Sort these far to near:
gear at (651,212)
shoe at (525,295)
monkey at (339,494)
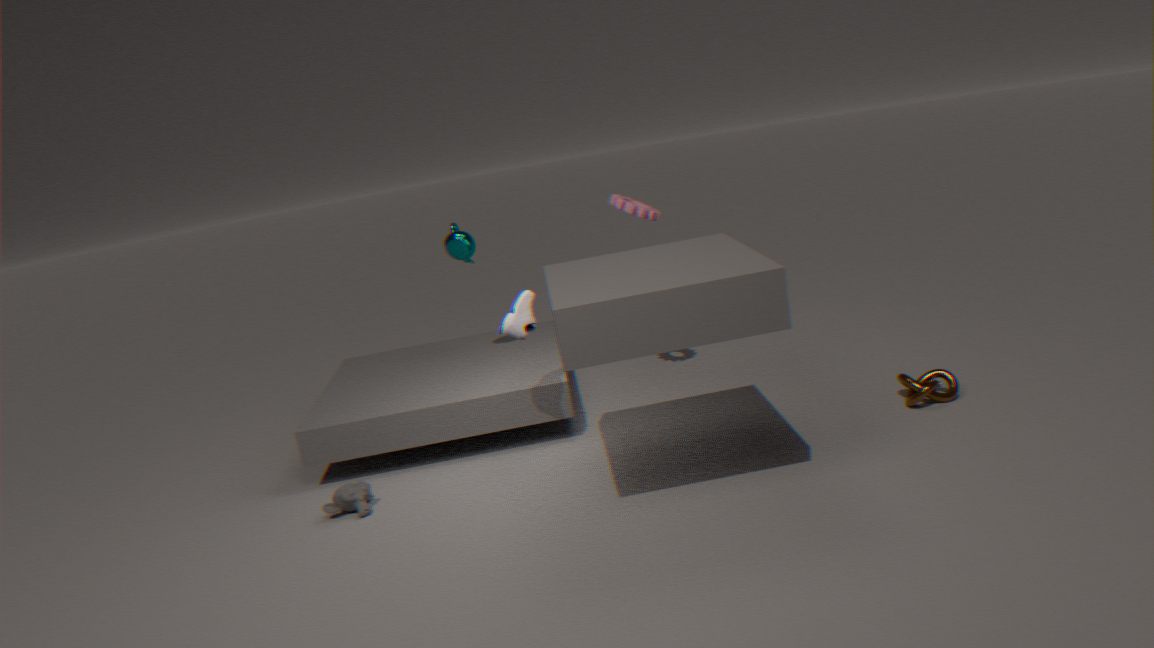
gear at (651,212) < monkey at (339,494) < shoe at (525,295)
